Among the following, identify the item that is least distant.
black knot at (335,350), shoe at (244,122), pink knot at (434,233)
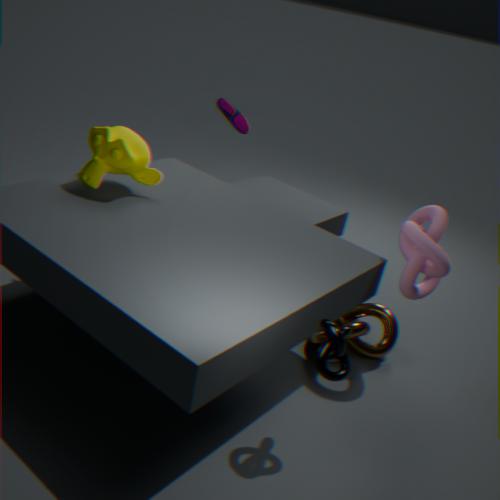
black knot at (335,350)
